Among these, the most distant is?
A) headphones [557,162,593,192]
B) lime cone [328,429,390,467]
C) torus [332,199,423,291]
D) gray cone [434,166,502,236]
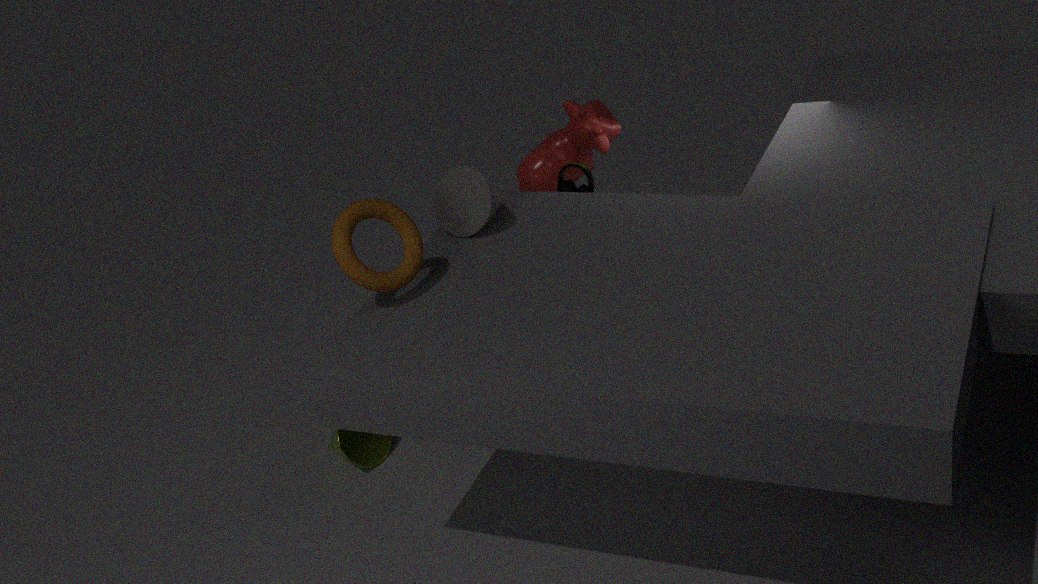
headphones [557,162,593,192]
